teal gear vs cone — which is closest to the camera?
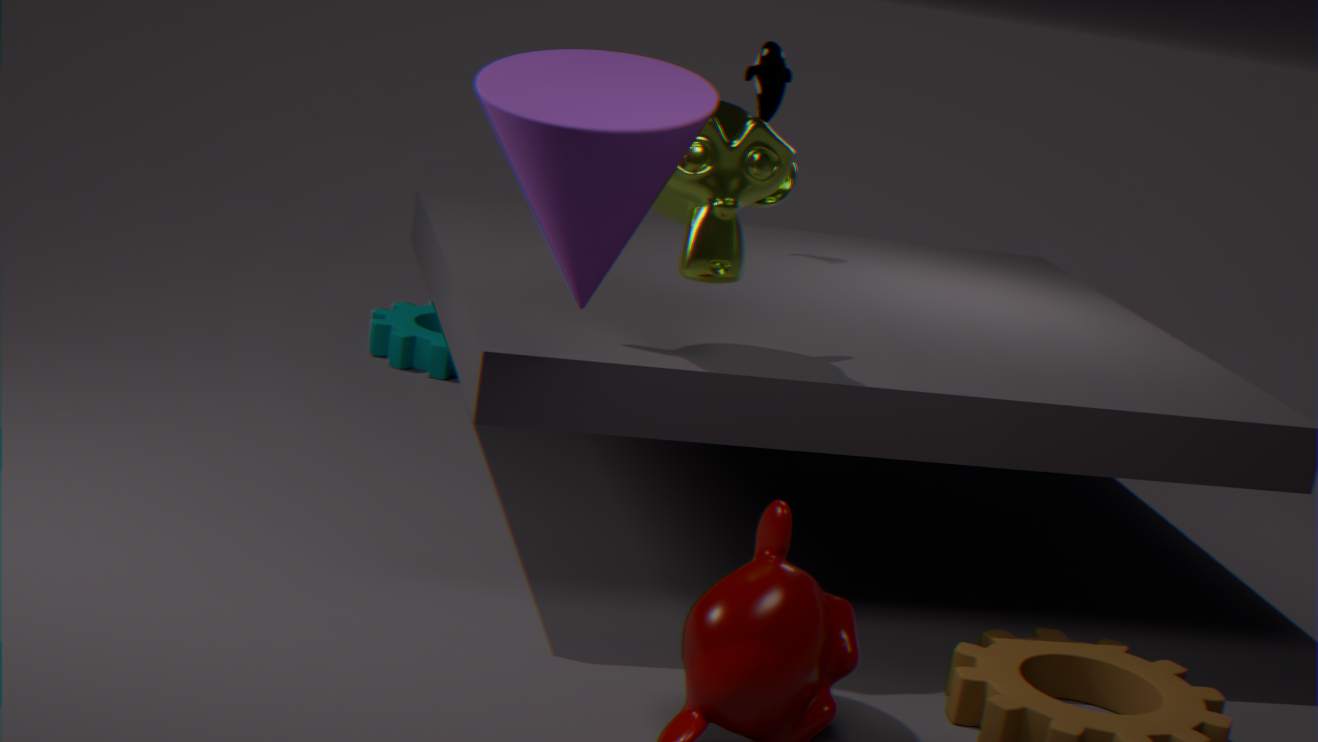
cone
